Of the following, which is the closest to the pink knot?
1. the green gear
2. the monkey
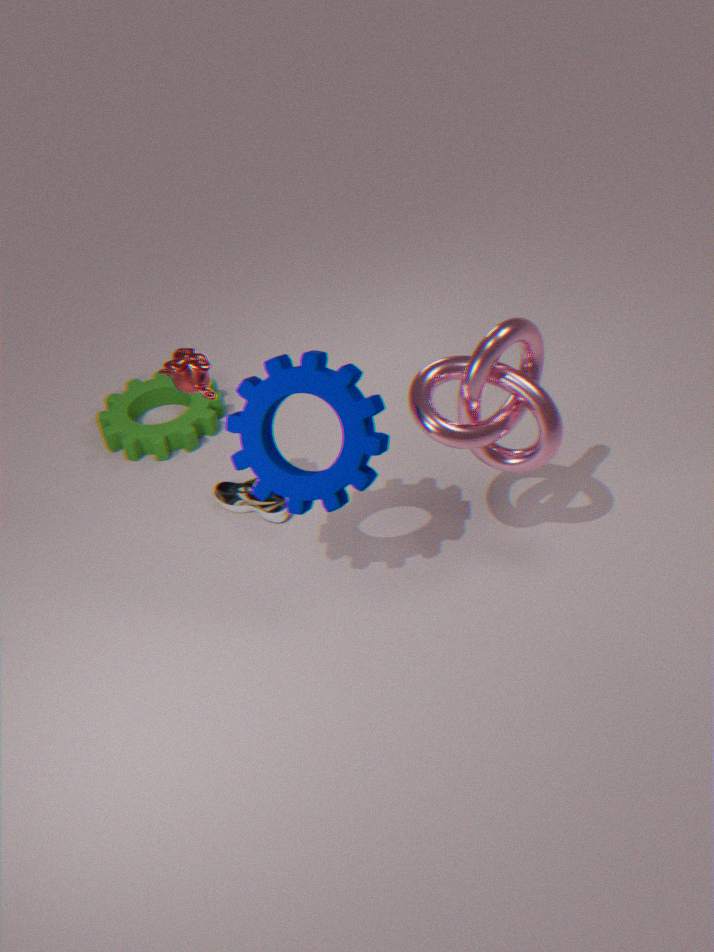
the monkey
